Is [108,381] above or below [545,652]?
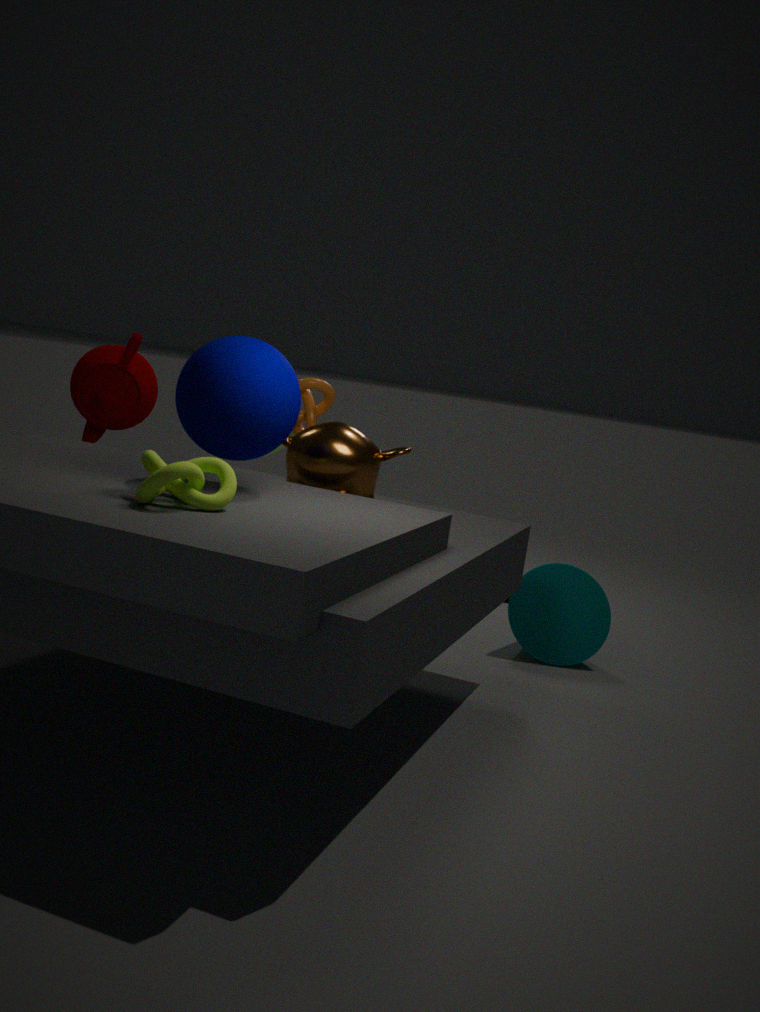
above
